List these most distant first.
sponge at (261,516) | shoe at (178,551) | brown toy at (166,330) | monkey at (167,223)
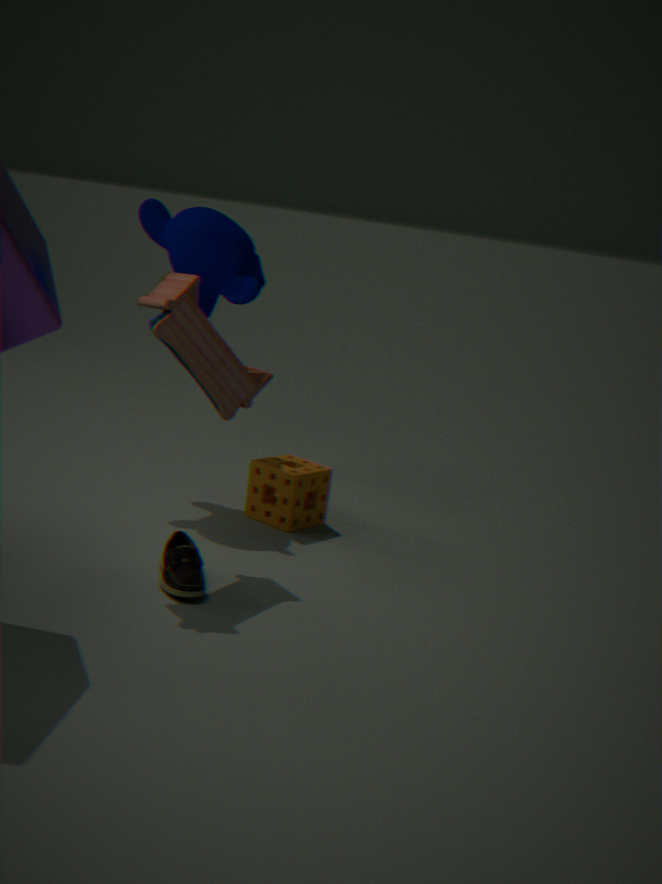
monkey at (167,223) < sponge at (261,516) < brown toy at (166,330) < shoe at (178,551)
